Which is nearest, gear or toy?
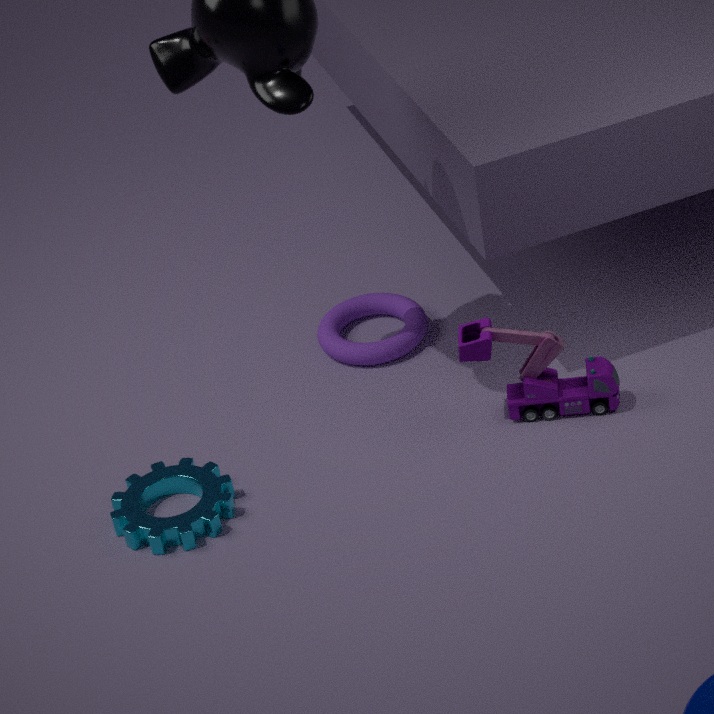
gear
